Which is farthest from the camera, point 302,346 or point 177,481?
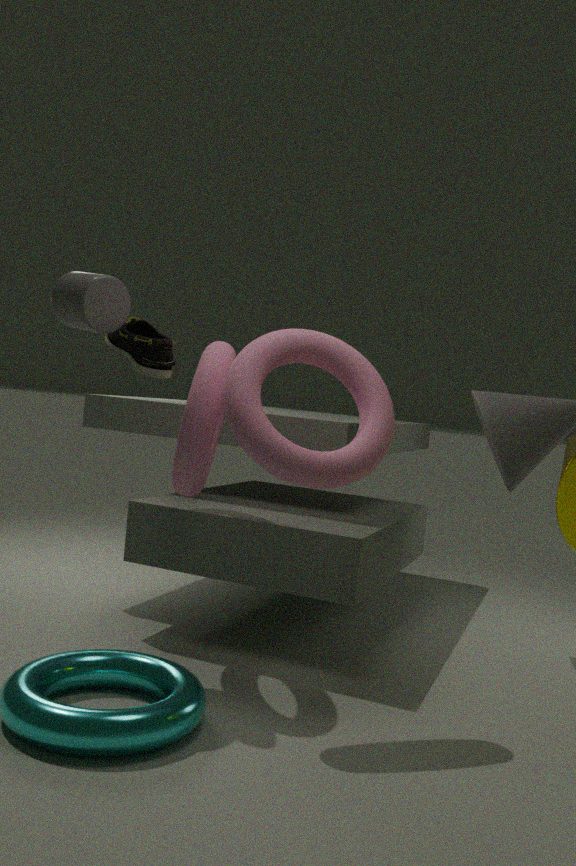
point 177,481
